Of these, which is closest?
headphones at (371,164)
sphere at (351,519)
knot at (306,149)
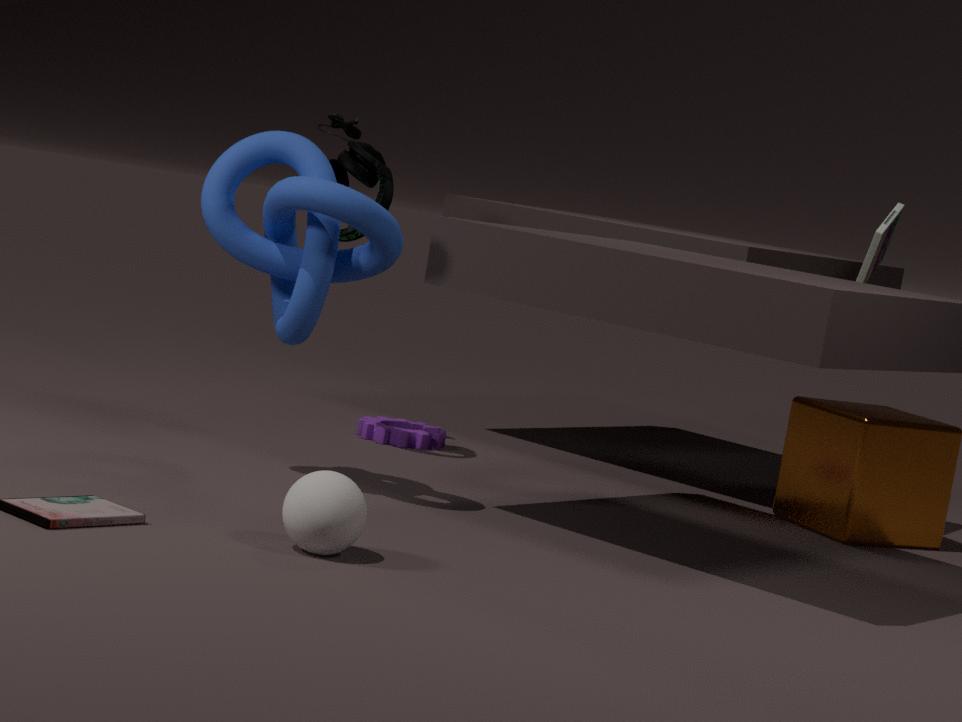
sphere at (351,519)
